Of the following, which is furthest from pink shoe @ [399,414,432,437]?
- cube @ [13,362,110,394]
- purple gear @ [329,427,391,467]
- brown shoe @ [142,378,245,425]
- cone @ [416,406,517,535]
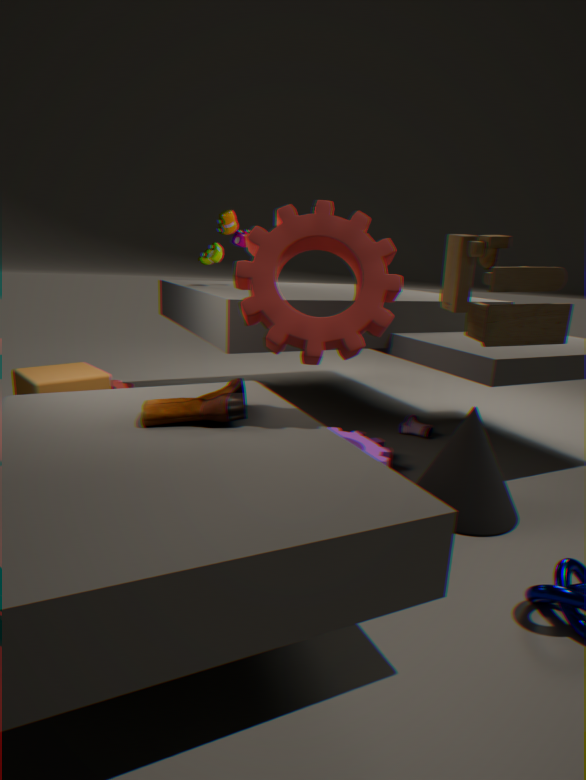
cube @ [13,362,110,394]
